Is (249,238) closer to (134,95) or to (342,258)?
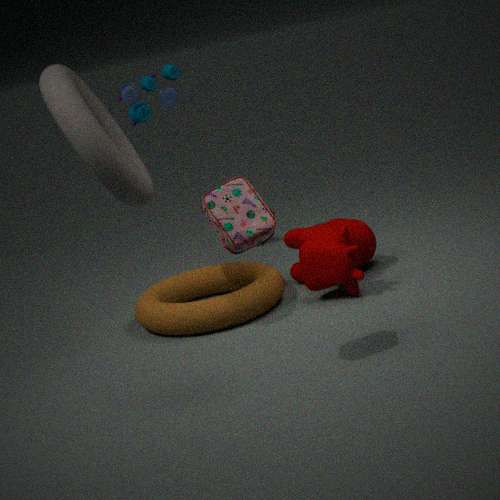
(342,258)
